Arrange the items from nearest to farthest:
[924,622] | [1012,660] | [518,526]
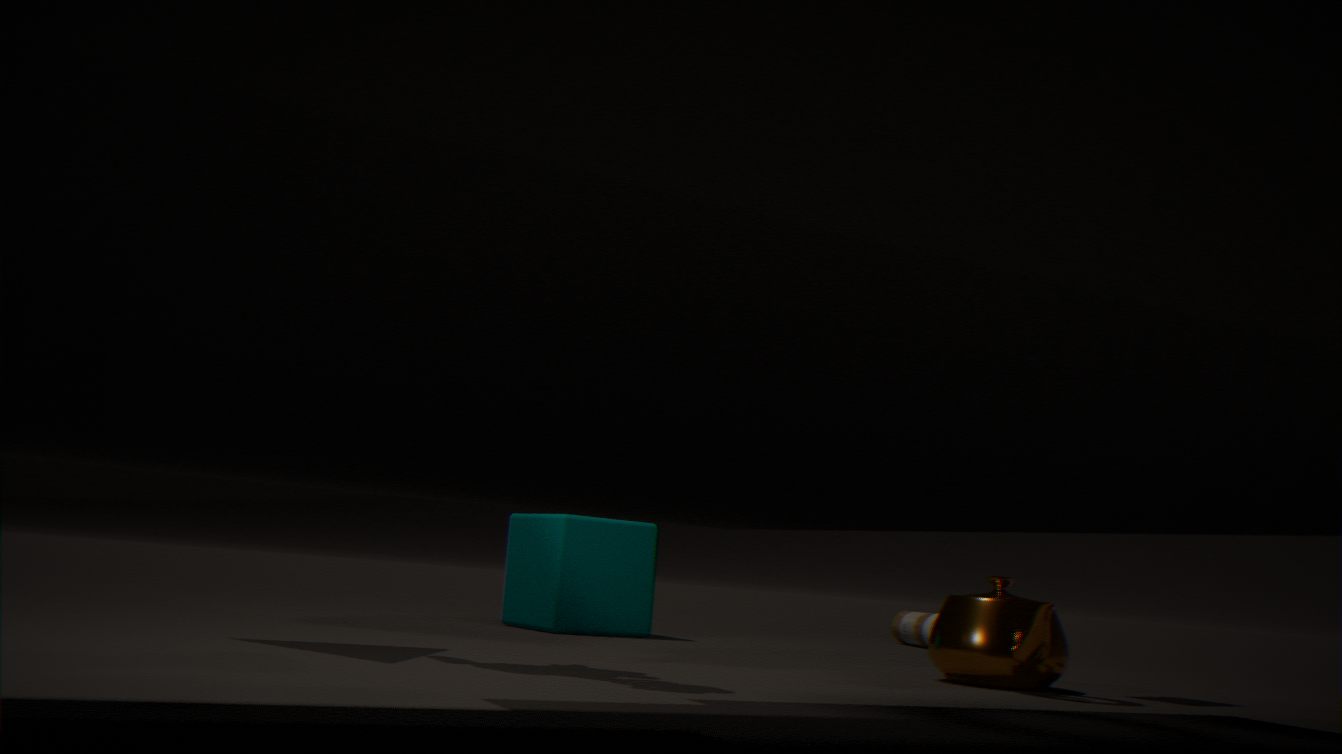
1. [1012,660]
2. [518,526]
3. [924,622]
